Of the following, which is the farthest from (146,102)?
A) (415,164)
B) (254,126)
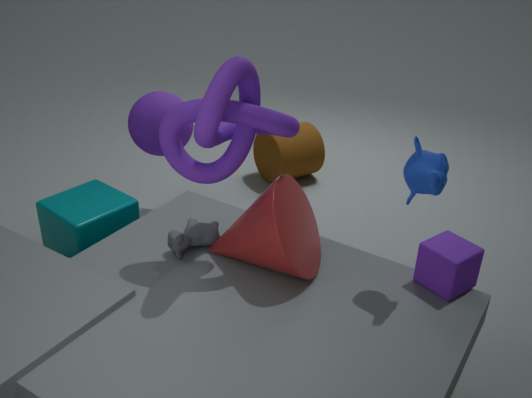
(415,164)
